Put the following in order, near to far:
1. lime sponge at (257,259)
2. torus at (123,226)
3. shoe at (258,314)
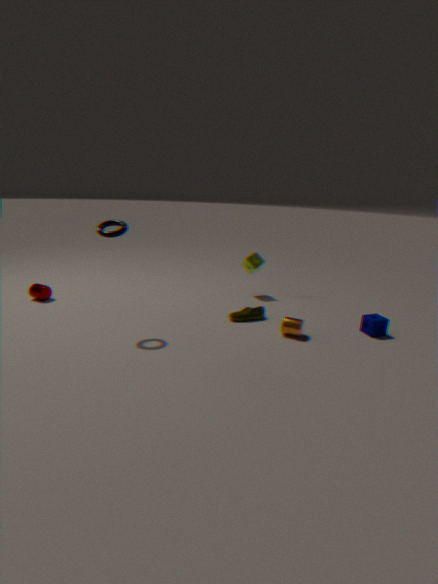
torus at (123,226) → shoe at (258,314) → lime sponge at (257,259)
